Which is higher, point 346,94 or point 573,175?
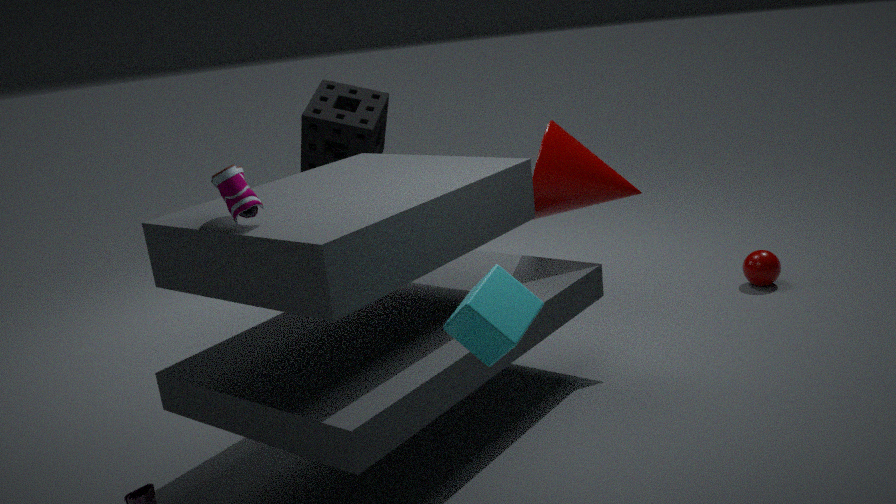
point 346,94
